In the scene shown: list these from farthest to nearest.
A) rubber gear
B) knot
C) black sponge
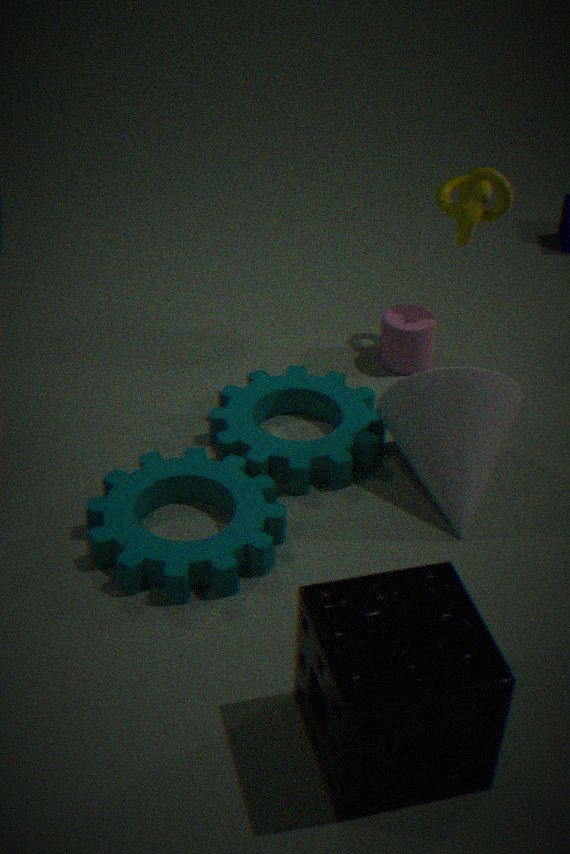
knot
rubber gear
black sponge
